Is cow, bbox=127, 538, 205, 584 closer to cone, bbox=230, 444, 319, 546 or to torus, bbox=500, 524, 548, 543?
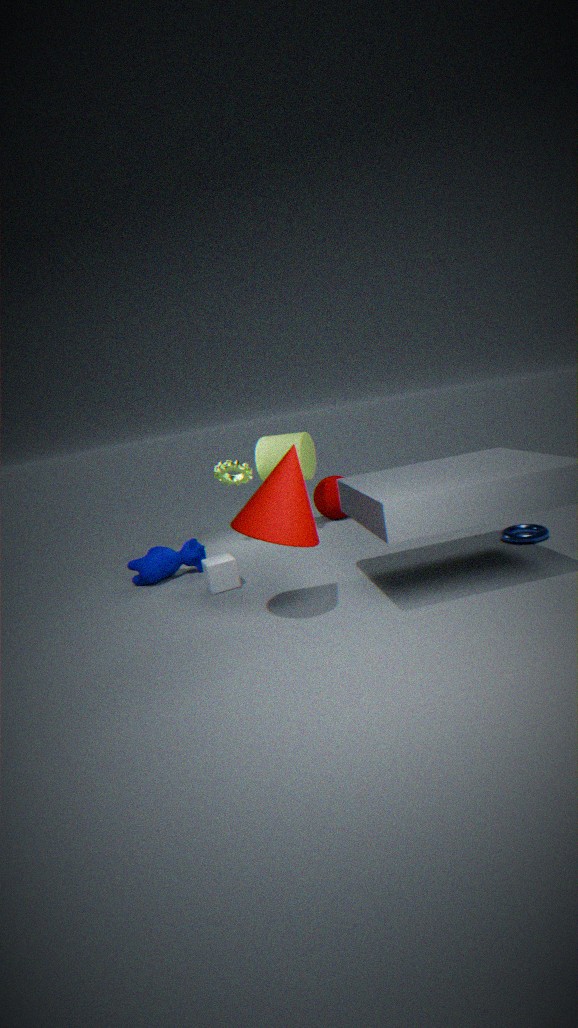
cone, bbox=230, 444, 319, 546
